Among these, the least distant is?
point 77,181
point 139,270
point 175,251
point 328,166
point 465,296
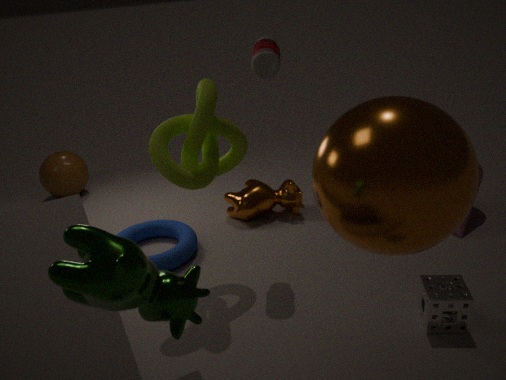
point 139,270
